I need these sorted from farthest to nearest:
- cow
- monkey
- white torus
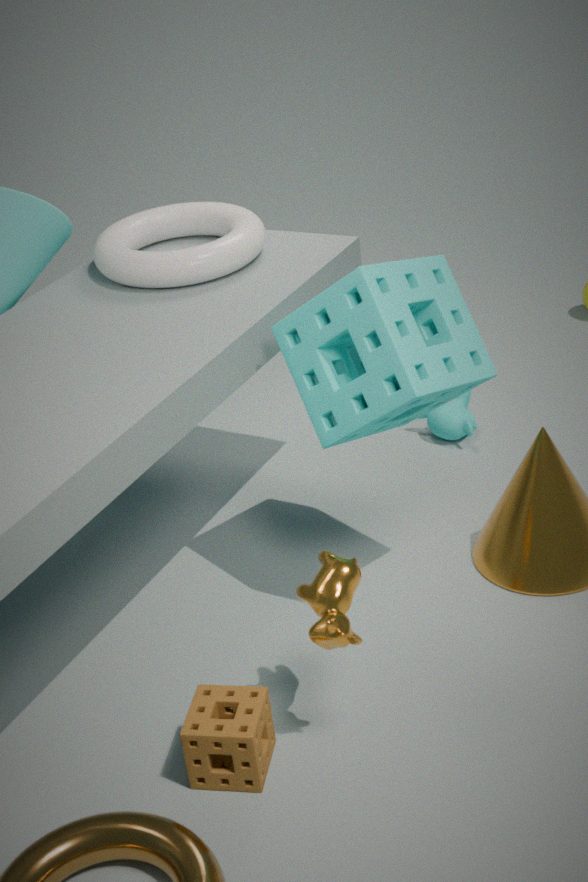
monkey, white torus, cow
